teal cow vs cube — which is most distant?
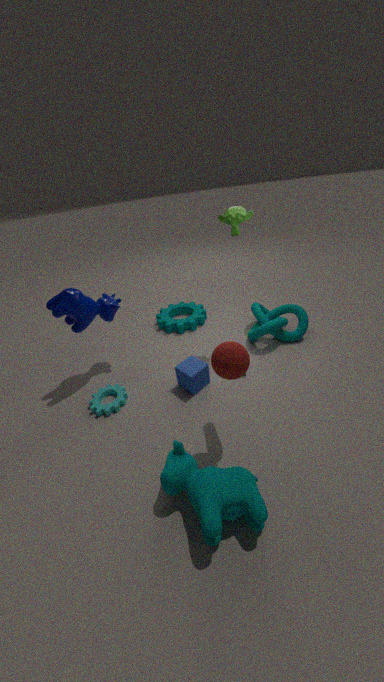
cube
